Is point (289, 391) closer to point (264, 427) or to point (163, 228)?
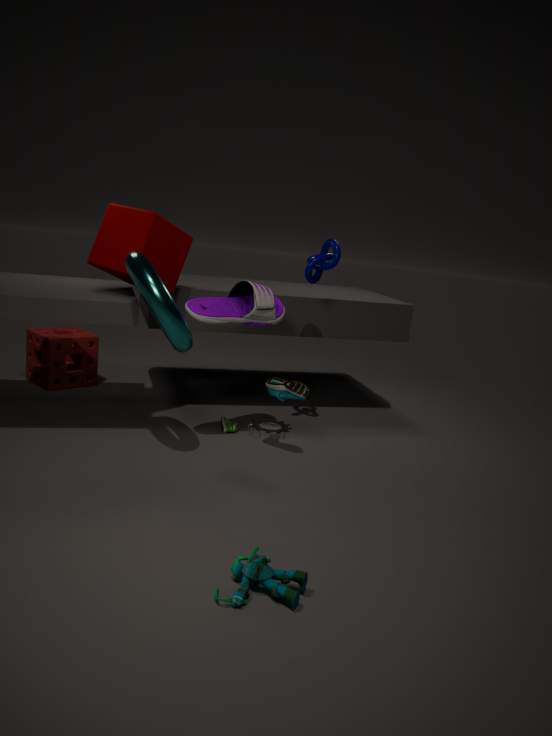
point (264, 427)
